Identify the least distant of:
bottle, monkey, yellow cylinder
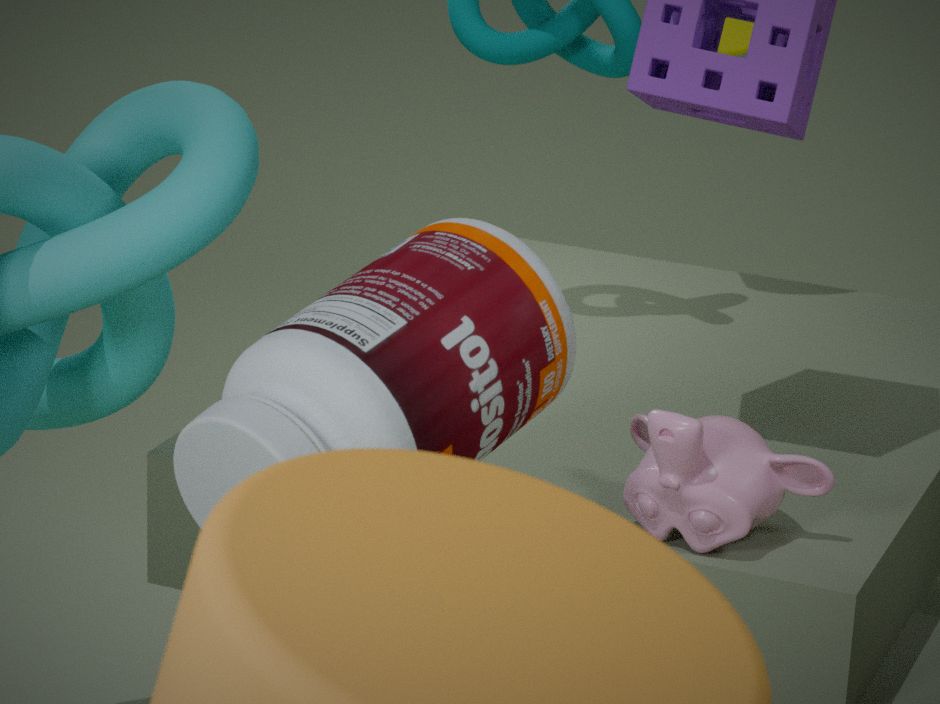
bottle
